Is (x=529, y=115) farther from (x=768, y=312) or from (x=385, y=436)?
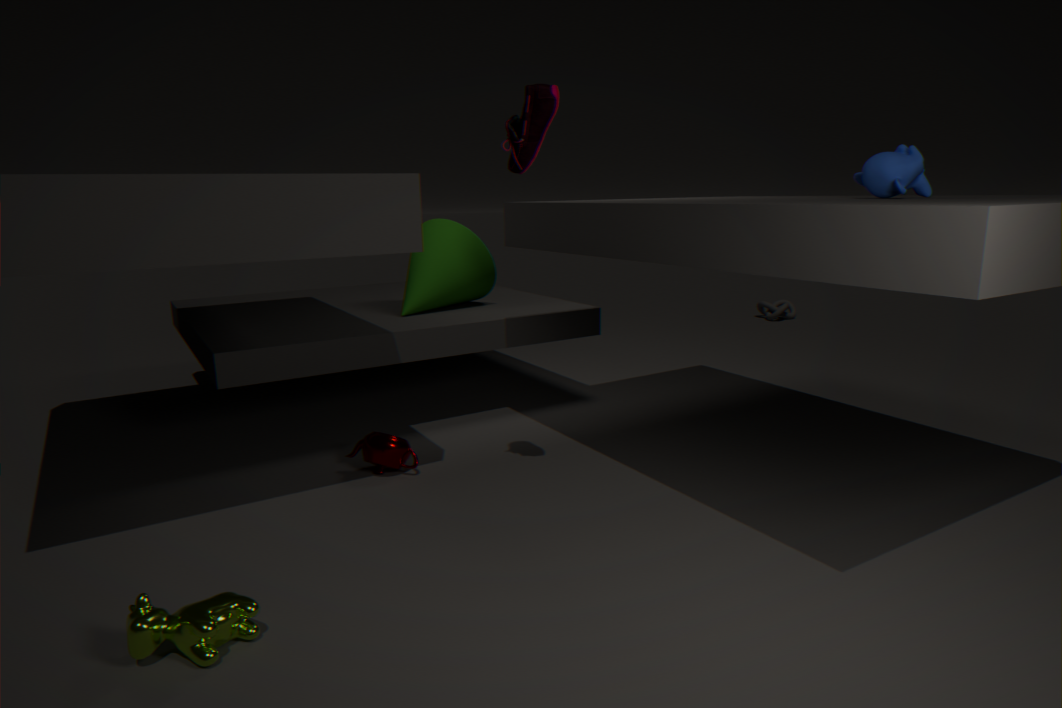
(x=768, y=312)
